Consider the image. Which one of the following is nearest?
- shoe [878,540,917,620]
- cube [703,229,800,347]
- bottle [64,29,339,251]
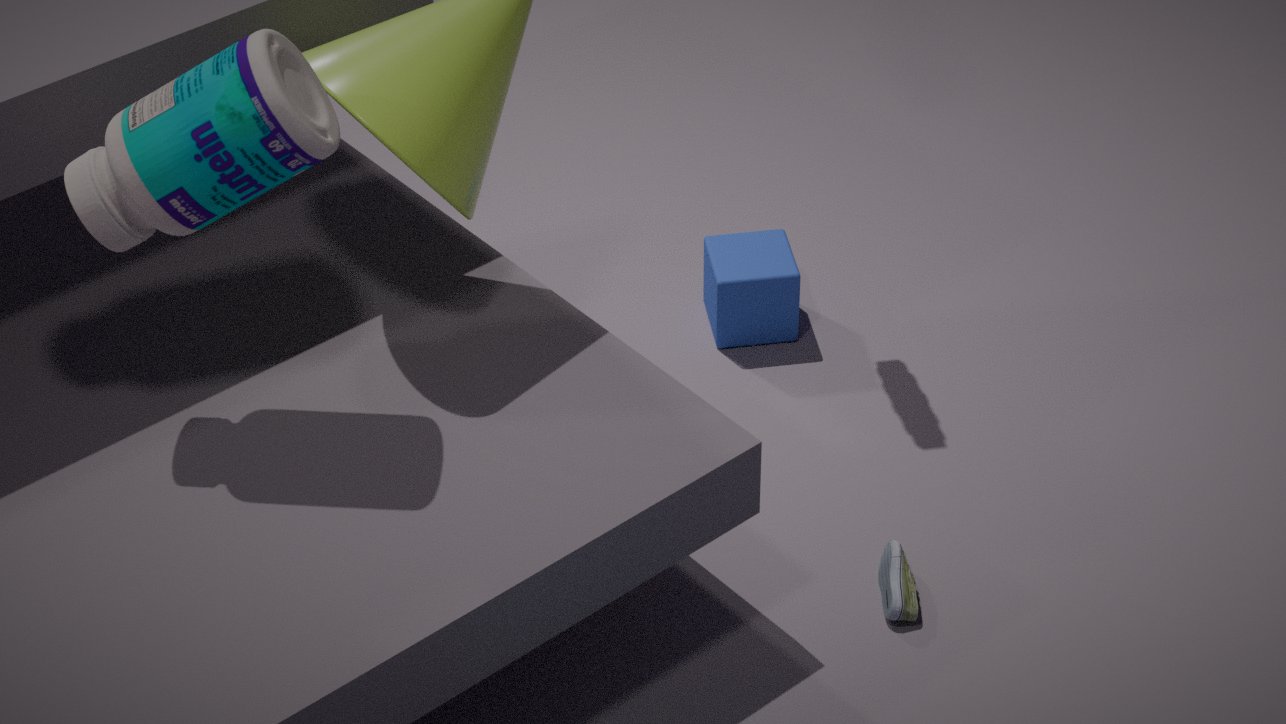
bottle [64,29,339,251]
